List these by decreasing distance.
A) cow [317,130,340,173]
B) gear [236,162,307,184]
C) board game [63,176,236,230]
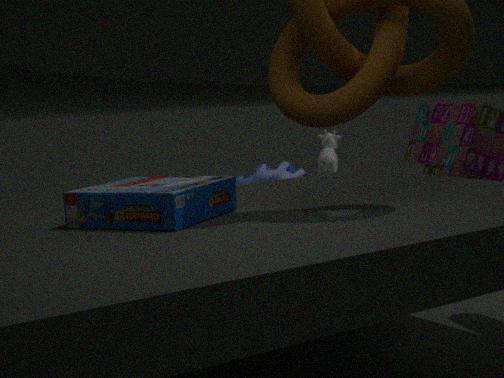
cow [317,130,340,173]
gear [236,162,307,184]
board game [63,176,236,230]
